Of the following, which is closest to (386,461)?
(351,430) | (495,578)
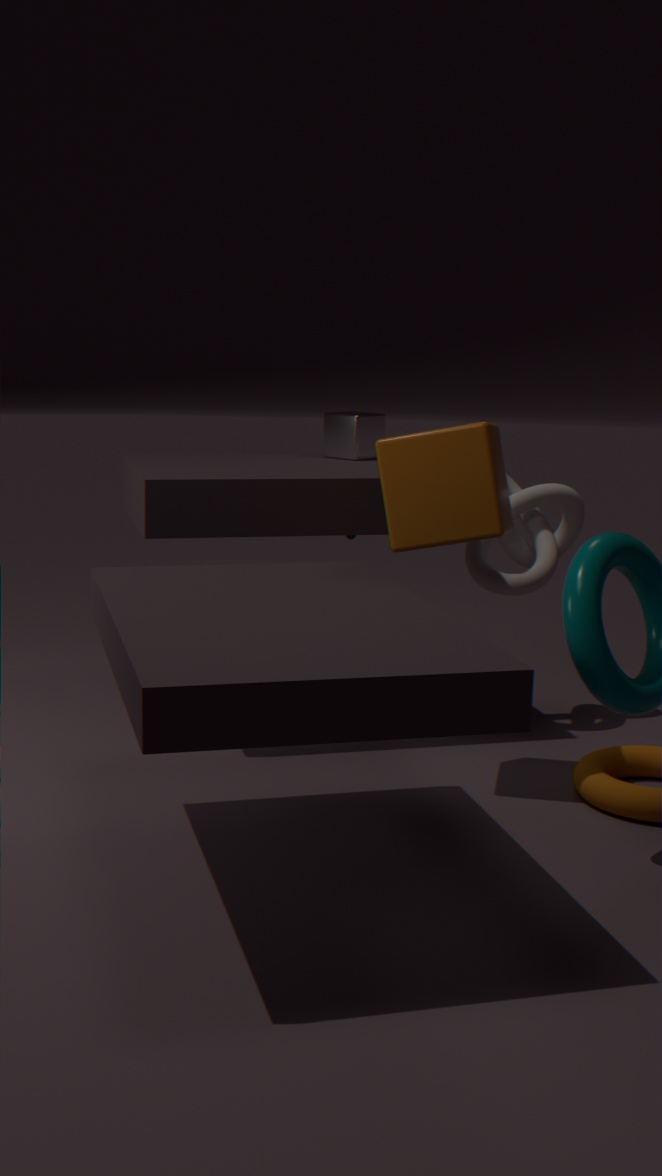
(495,578)
